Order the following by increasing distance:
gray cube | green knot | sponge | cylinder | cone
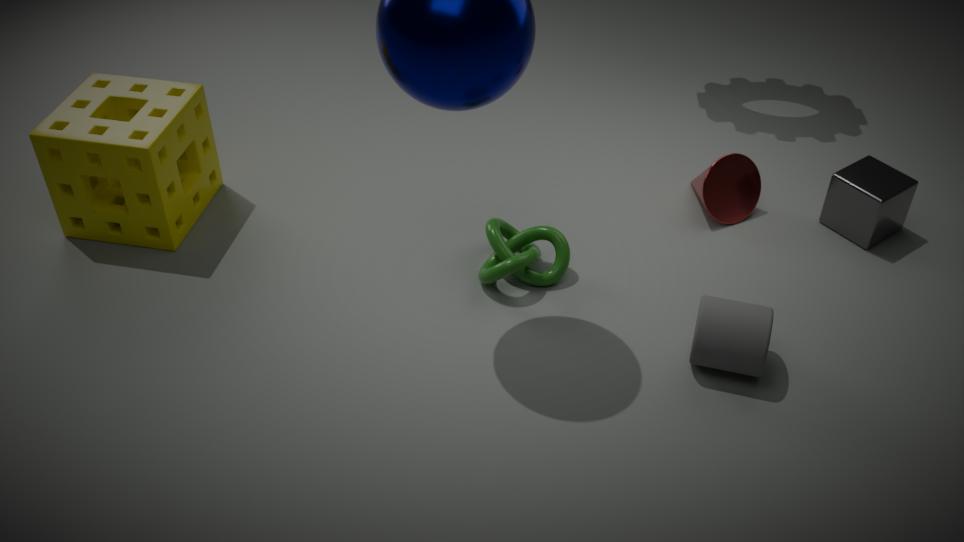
cylinder < green knot < sponge < gray cube < cone
